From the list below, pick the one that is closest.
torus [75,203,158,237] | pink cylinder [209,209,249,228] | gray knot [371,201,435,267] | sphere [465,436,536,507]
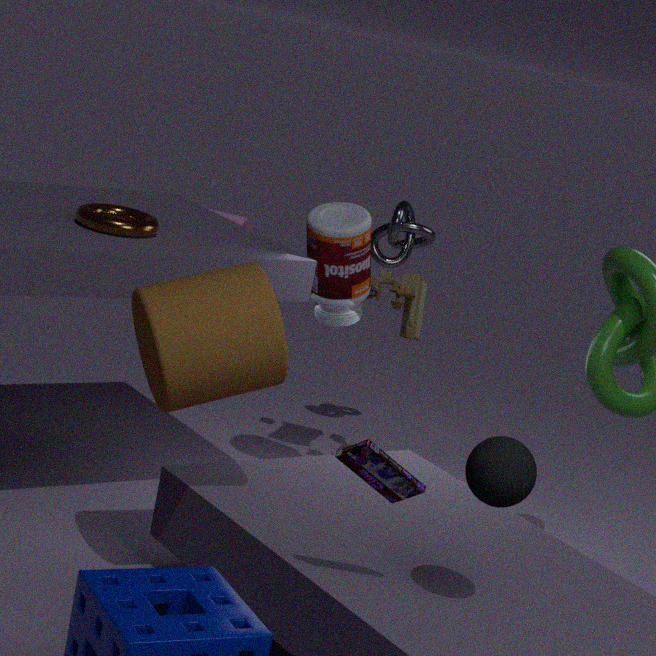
sphere [465,436,536,507]
